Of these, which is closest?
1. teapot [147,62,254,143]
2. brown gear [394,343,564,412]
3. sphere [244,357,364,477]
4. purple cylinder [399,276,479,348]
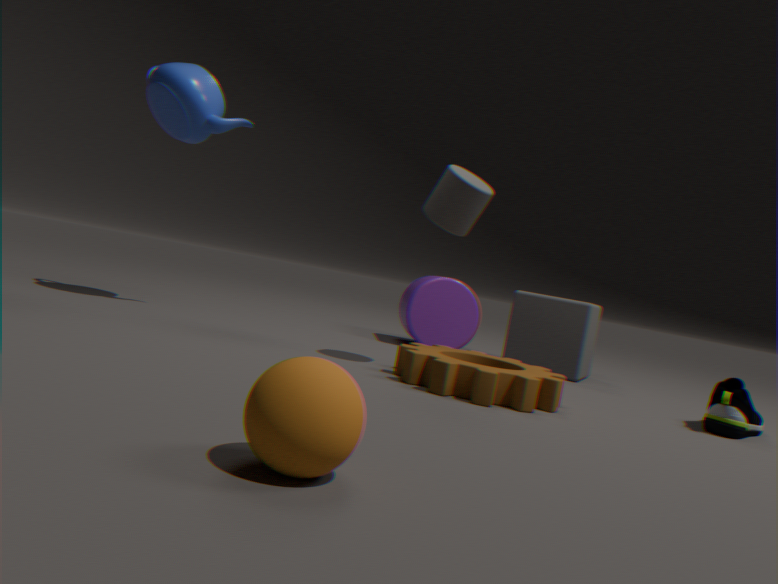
sphere [244,357,364,477]
